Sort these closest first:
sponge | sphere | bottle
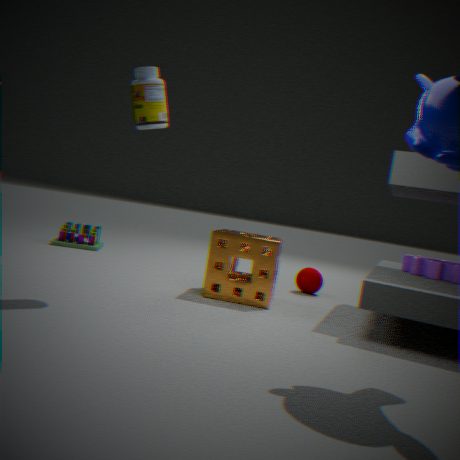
bottle < sponge < sphere
